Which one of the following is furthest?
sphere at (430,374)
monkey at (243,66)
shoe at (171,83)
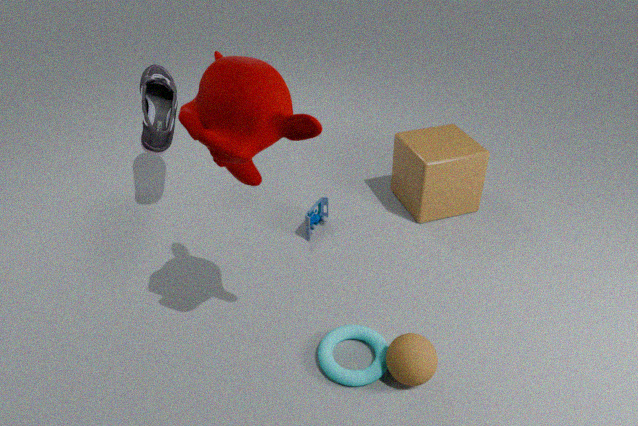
shoe at (171,83)
